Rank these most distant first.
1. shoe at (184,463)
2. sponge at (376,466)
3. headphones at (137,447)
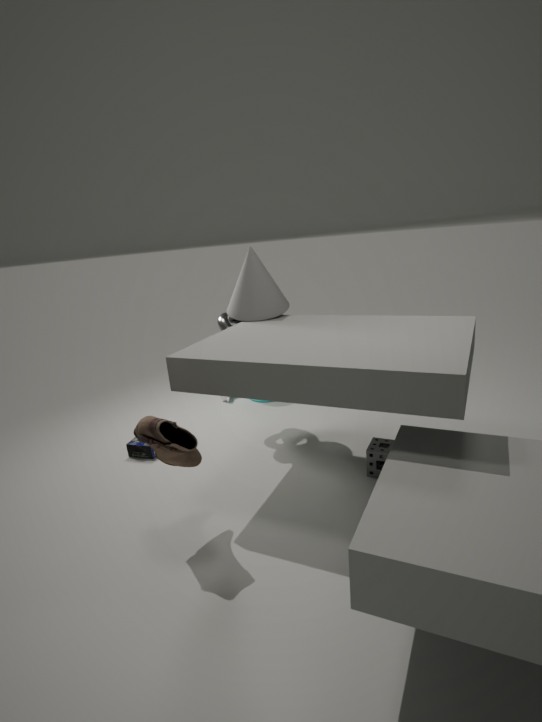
headphones at (137,447)
sponge at (376,466)
shoe at (184,463)
